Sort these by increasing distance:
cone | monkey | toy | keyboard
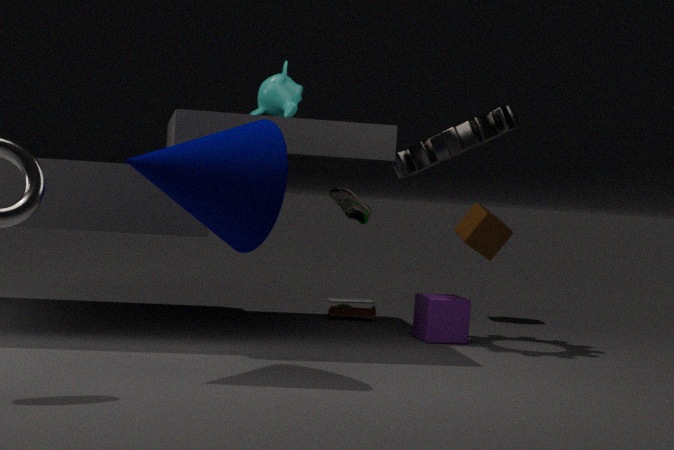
cone < monkey < toy < keyboard
